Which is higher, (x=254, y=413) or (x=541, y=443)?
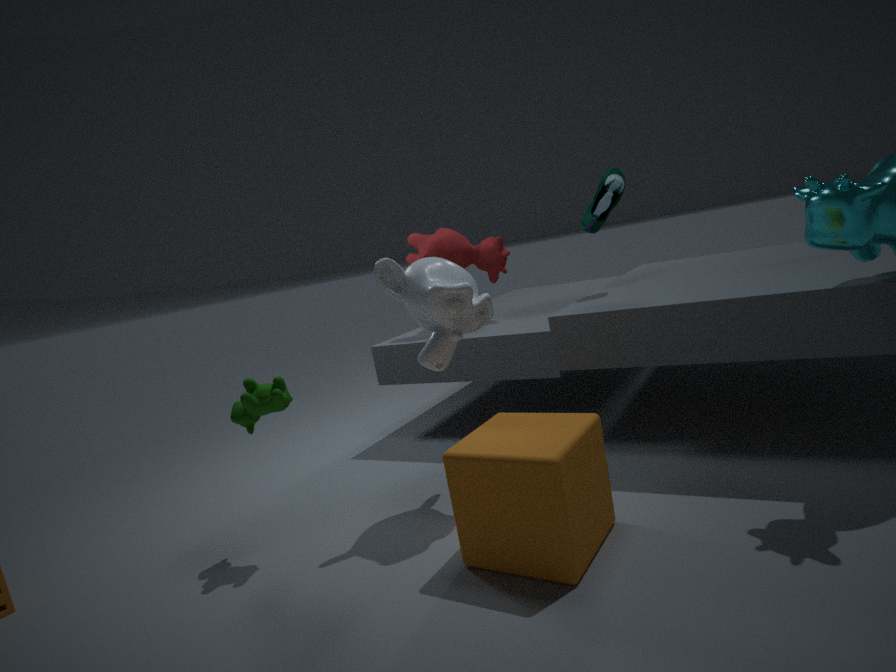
(x=254, y=413)
